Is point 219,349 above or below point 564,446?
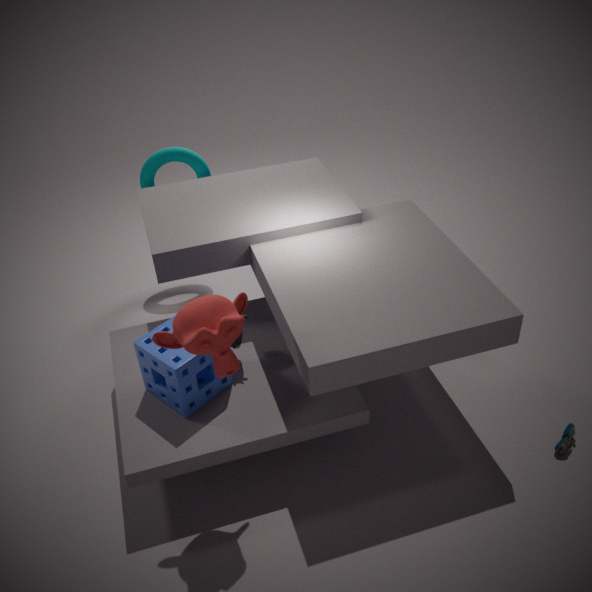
above
